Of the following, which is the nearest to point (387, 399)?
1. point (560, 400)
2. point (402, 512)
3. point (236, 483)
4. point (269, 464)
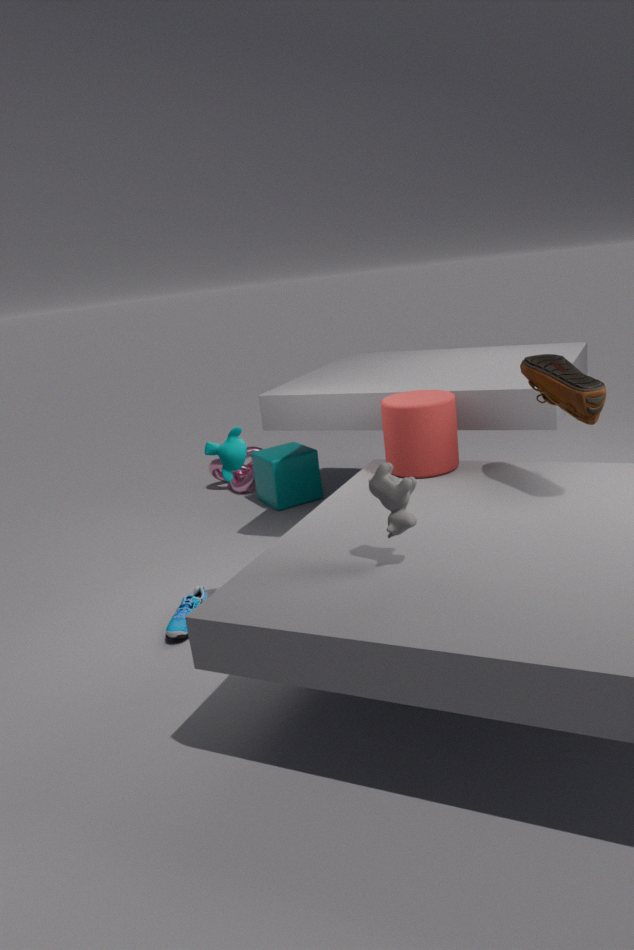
point (560, 400)
